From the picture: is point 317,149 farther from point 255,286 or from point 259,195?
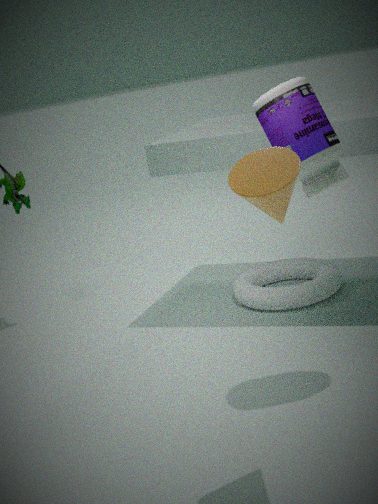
point 255,286
